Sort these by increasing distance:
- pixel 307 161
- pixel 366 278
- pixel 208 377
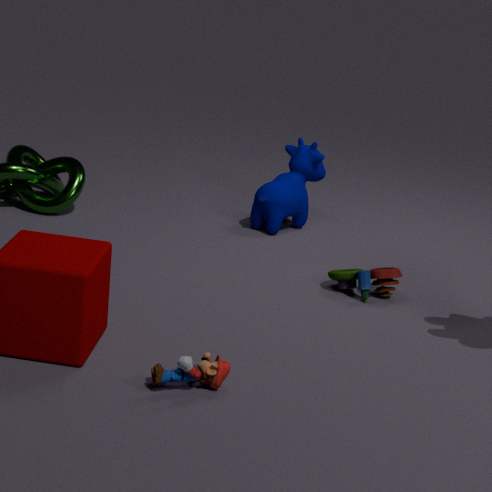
pixel 208 377
pixel 366 278
pixel 307 161
